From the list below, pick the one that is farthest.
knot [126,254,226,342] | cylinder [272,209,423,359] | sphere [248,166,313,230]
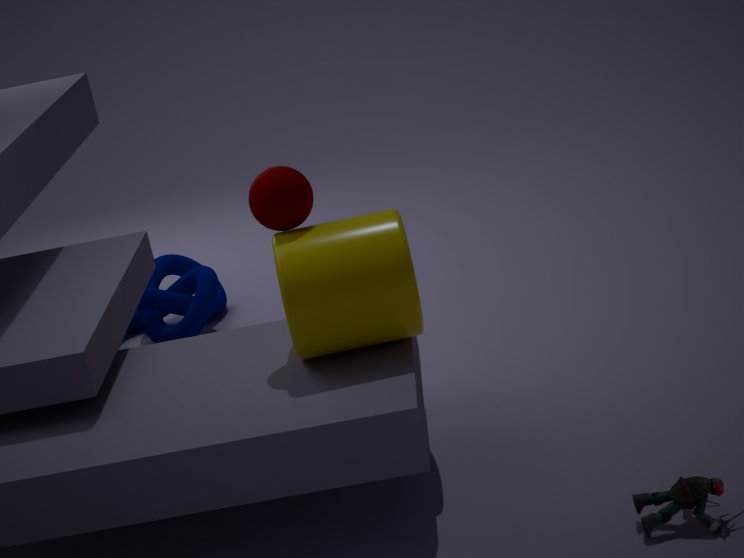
knot [126,254,226,342]
